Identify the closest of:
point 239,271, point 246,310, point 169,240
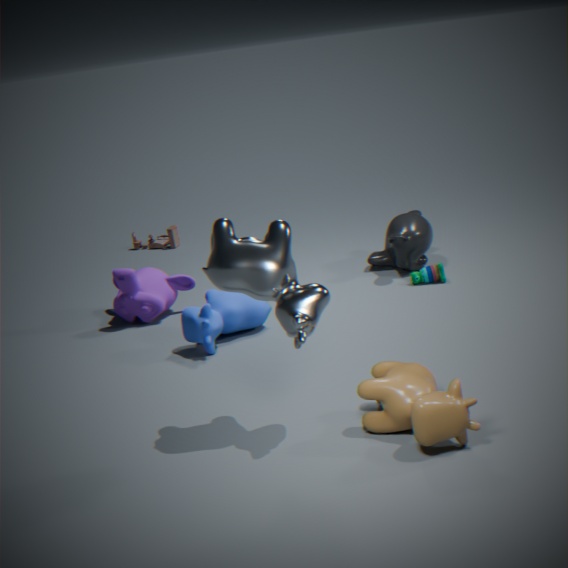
point 239,271
